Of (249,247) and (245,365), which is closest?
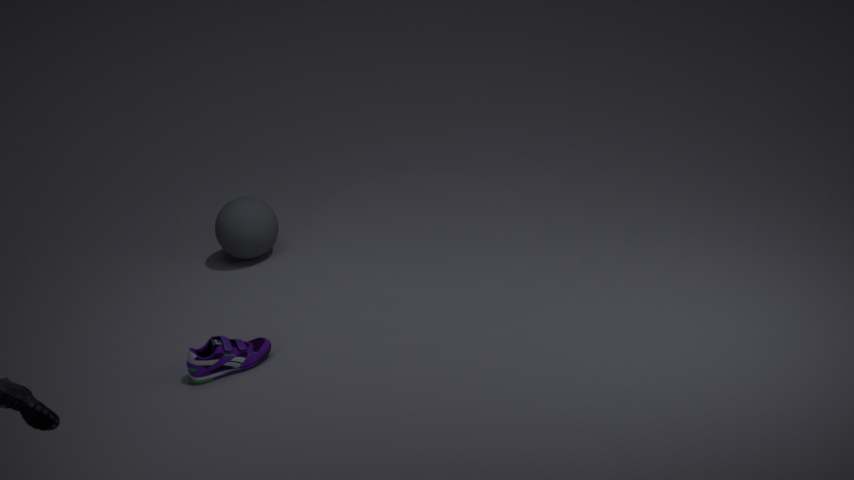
(245,365)
